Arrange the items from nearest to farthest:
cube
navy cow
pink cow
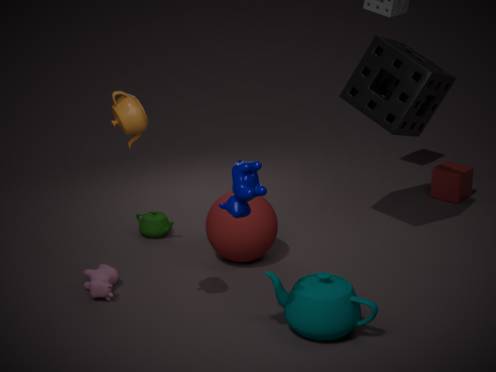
navy cow → pink cow → cube
